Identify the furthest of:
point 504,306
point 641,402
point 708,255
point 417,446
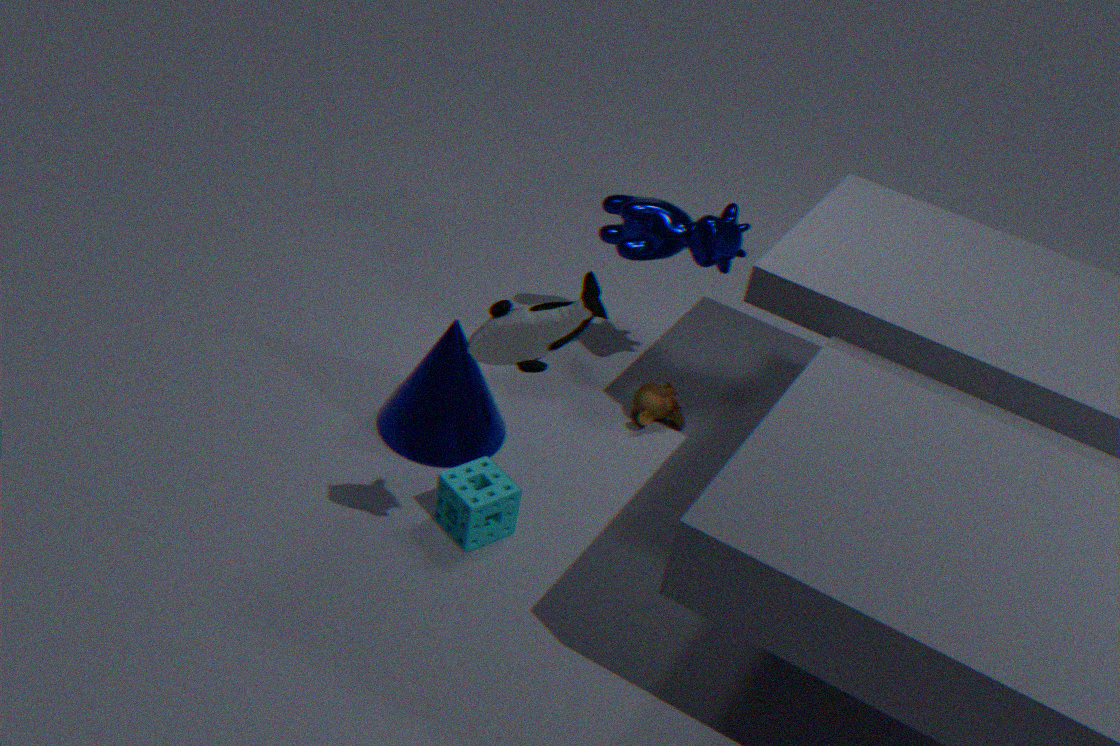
point 641,402
